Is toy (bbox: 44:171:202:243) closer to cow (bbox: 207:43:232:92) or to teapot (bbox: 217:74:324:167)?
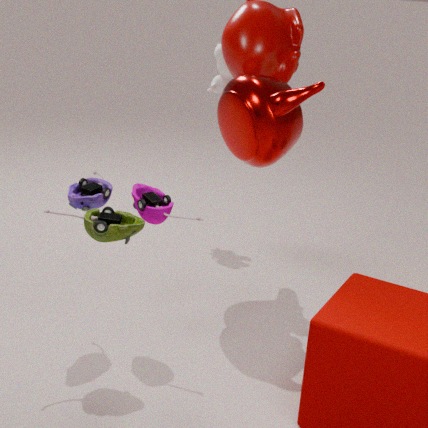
teapot (bbox: 217:74:324:167)
